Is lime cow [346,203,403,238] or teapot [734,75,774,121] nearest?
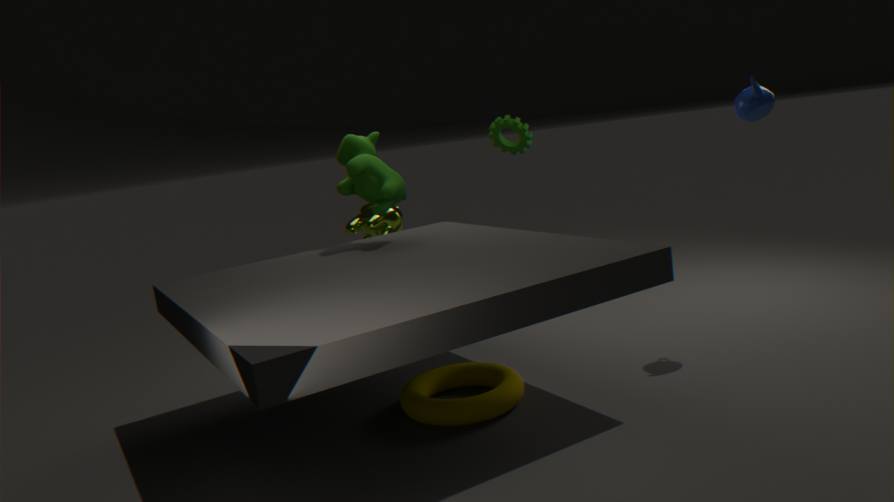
teapot [734,75,774,121]
